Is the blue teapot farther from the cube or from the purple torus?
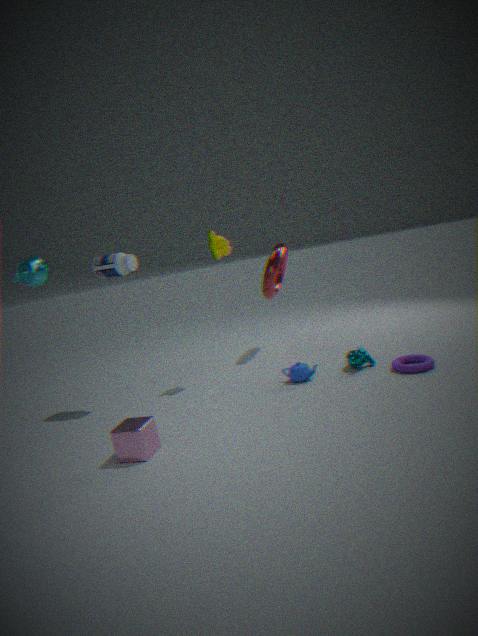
the cube
